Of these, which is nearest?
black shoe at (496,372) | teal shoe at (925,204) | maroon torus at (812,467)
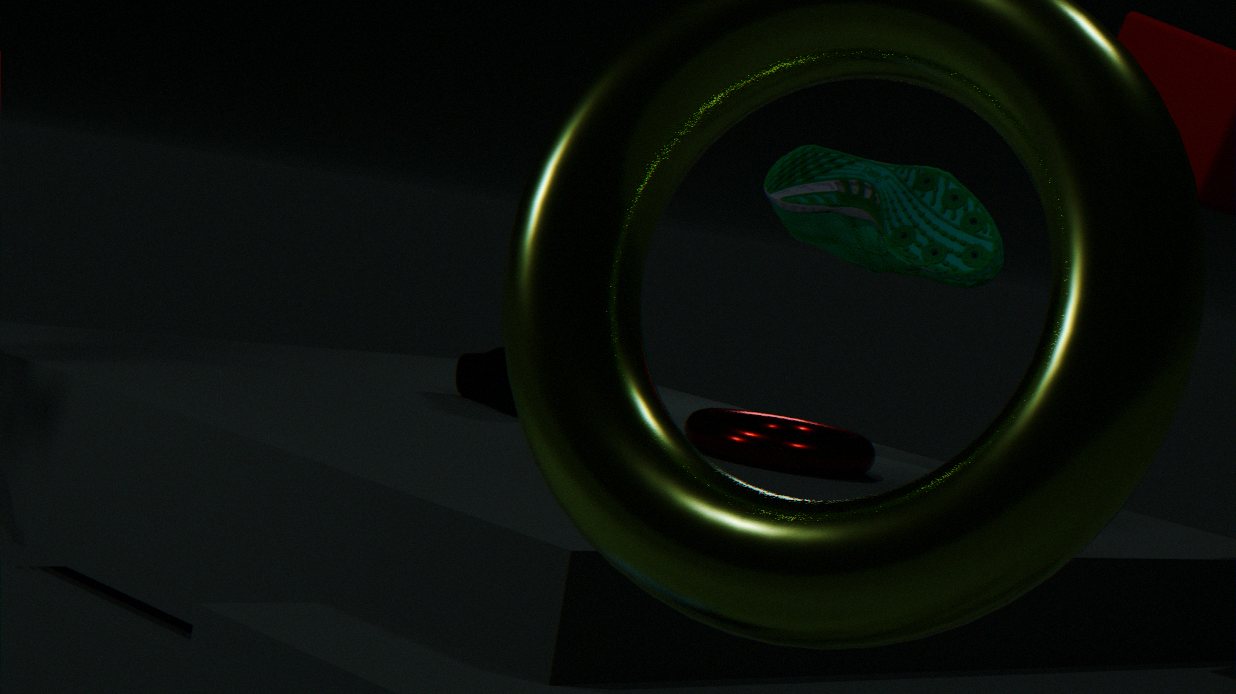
maroon torus at (812,467)
